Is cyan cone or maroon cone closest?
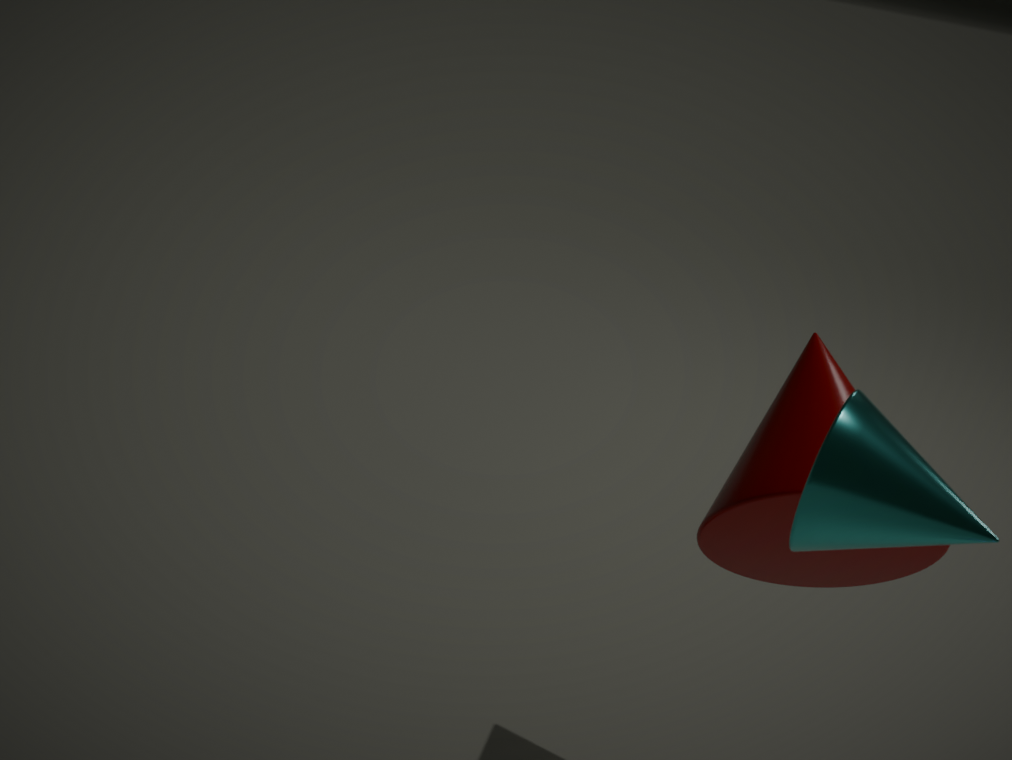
cyan cone
